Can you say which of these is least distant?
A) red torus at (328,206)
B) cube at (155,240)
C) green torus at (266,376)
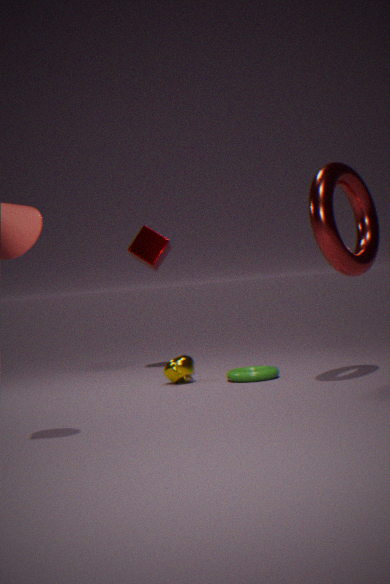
red torus at (328,206)
